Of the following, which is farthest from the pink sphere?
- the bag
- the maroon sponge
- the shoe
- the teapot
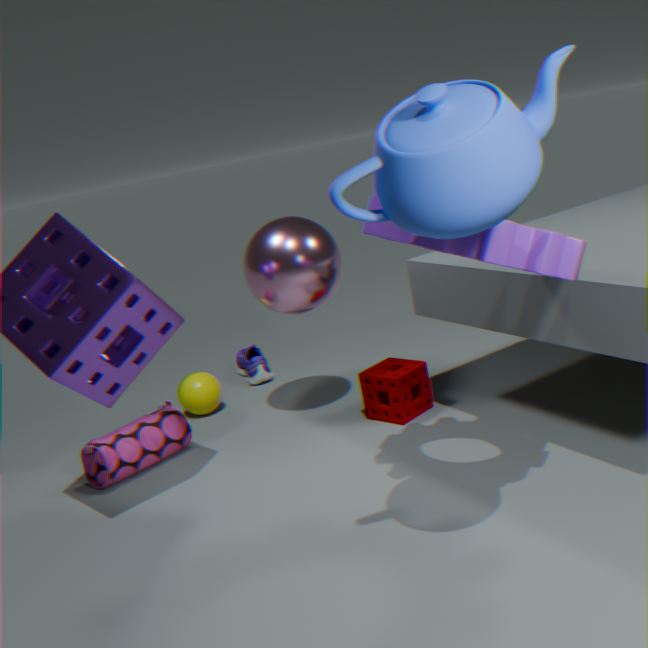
the teapot
